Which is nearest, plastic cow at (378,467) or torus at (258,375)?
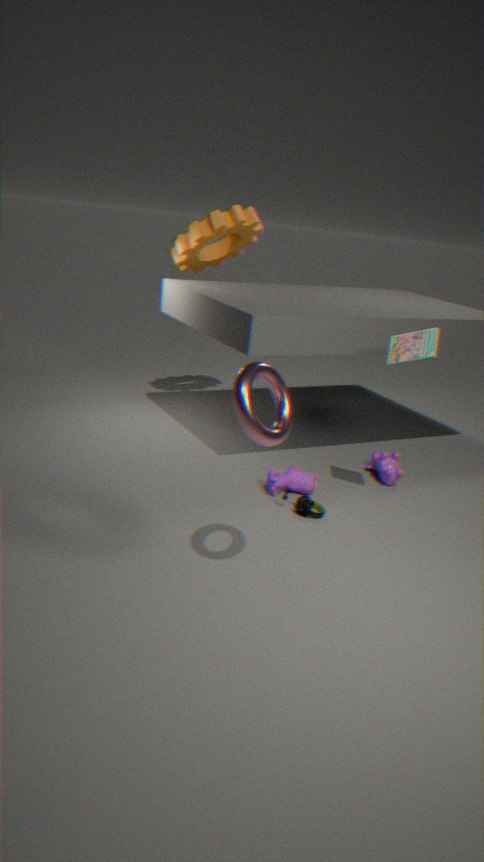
torus at (258,375)
